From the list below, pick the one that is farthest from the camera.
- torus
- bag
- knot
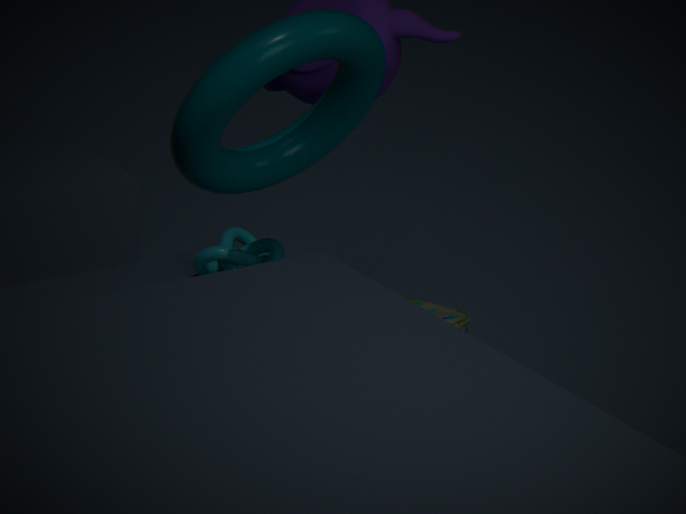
knot
